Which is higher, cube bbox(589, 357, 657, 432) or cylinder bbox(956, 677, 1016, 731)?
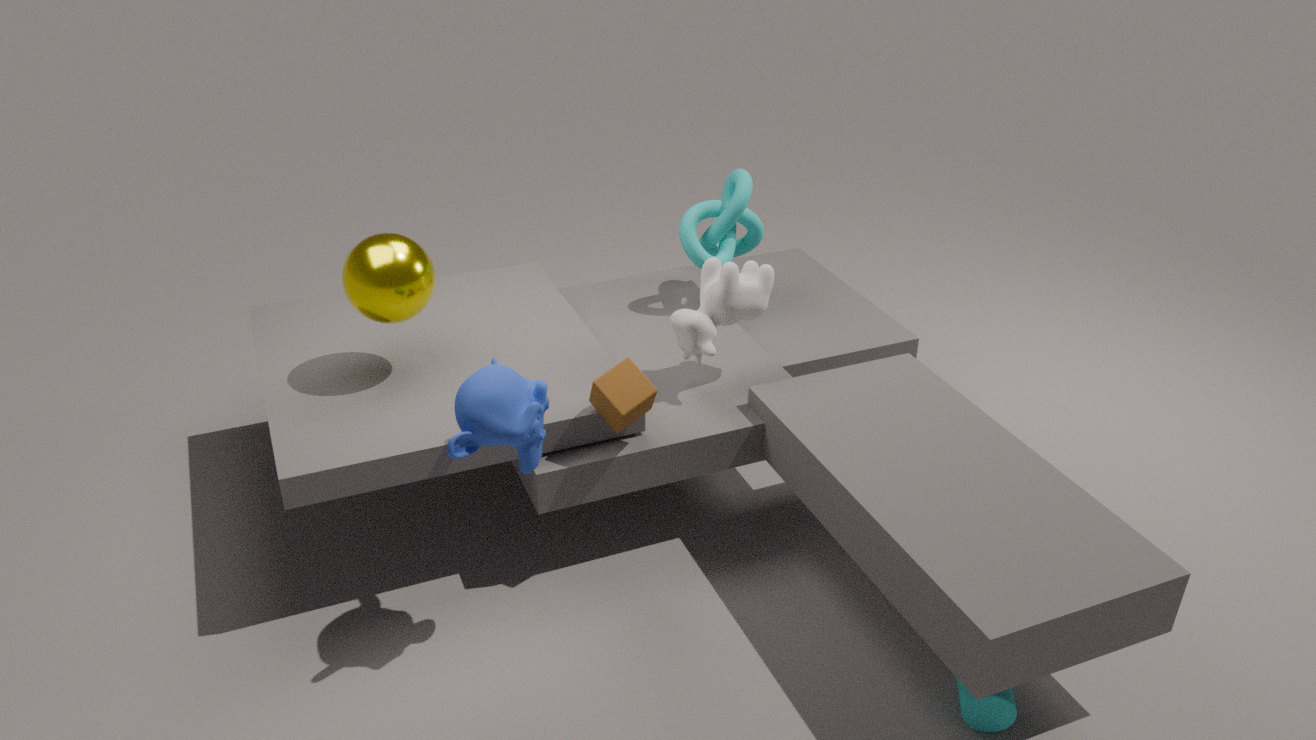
cube bbox(589, 357, 657, 432)
